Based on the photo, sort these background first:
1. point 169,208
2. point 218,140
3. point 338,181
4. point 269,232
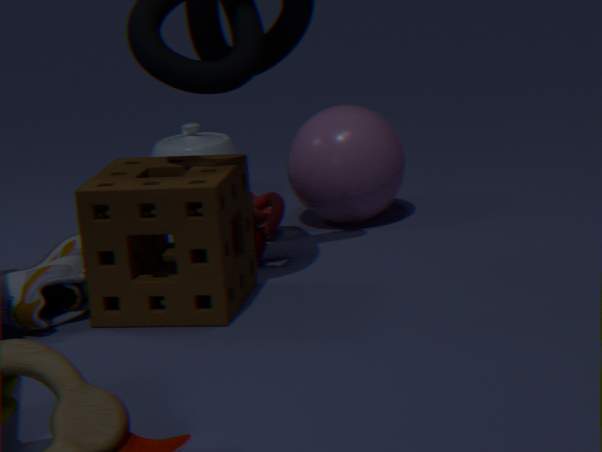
point 218,140 → point 269,232 → point 338,181 → point 169,208
